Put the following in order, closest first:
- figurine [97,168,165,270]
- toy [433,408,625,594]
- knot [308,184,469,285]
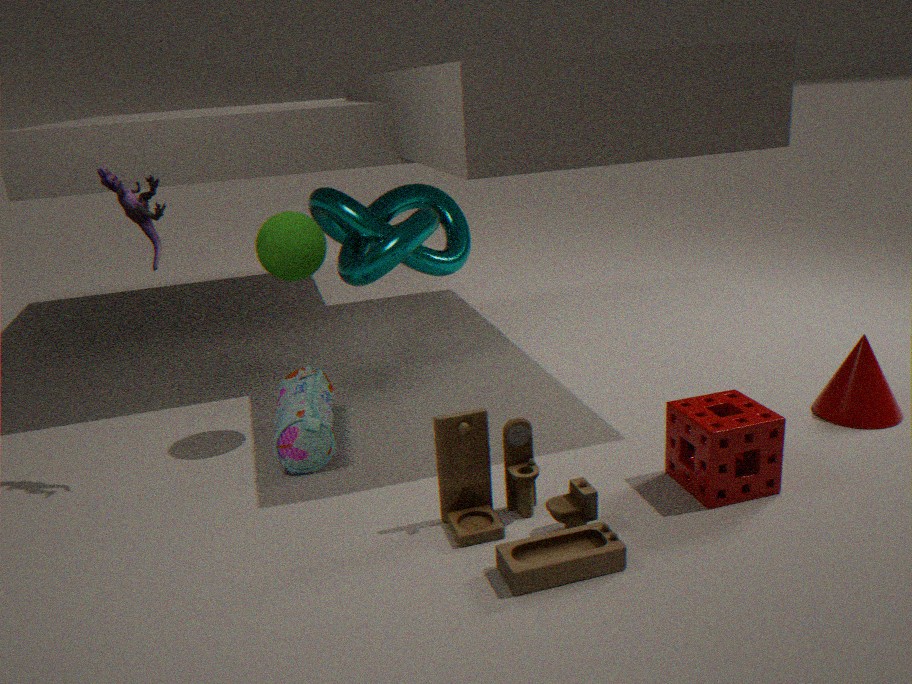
toy [433,408,625,594]
figurine [97,168,165,270]
knot [308,184,469,285]
